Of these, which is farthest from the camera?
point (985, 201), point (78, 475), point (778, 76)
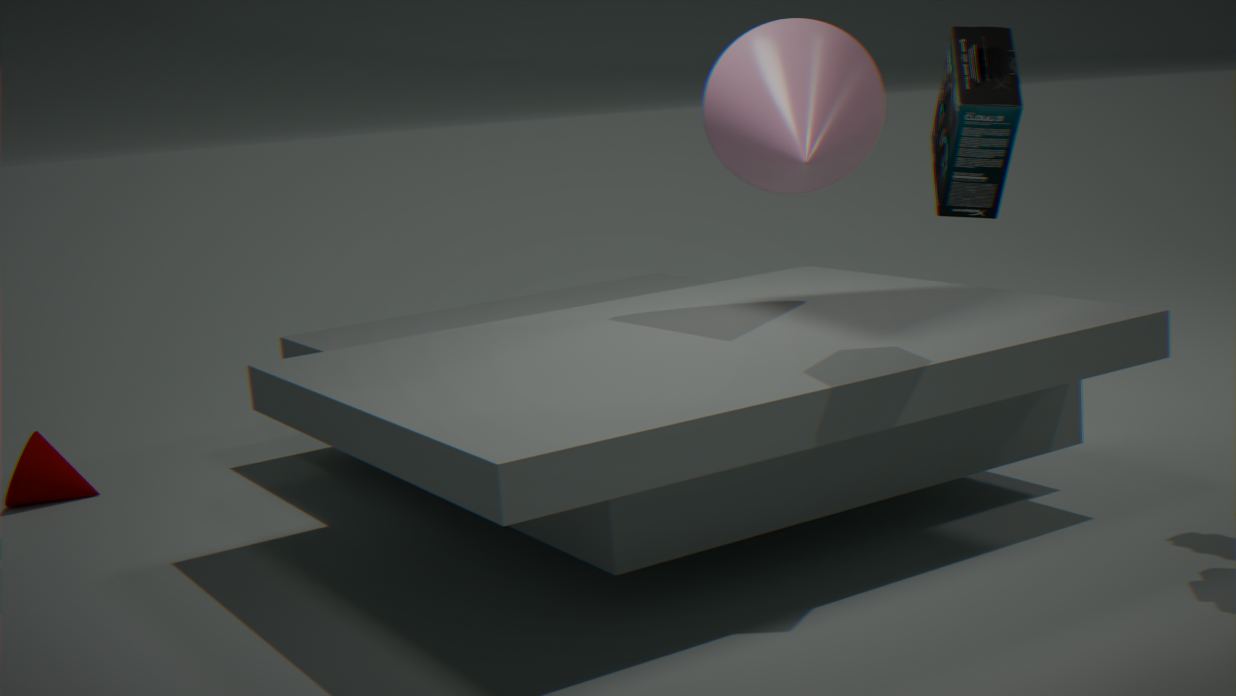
point (78, 475)
